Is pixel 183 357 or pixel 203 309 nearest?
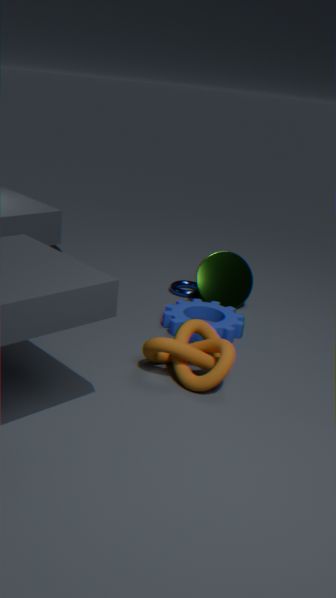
pixel 183 357
